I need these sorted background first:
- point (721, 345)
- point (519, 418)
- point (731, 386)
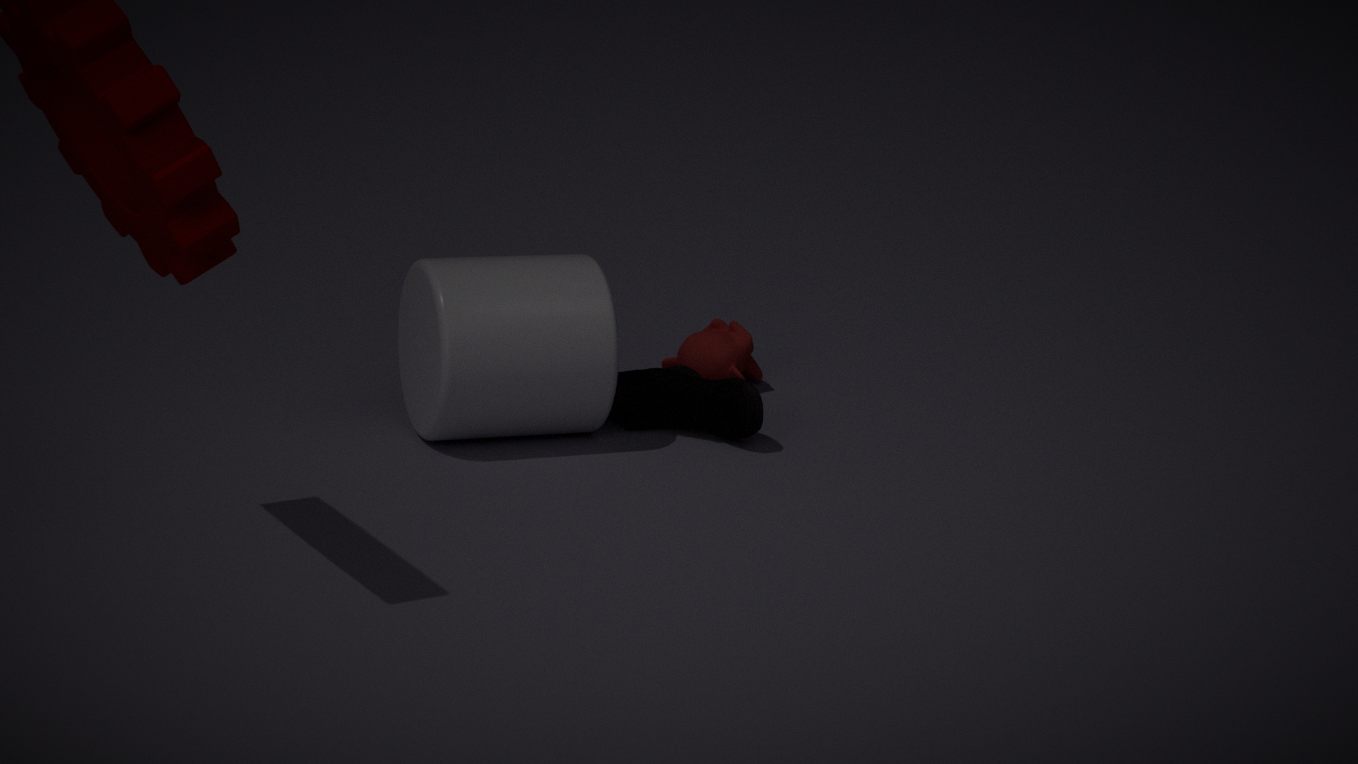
point (721, 345) < point (731, 386) < point (519, 418)
